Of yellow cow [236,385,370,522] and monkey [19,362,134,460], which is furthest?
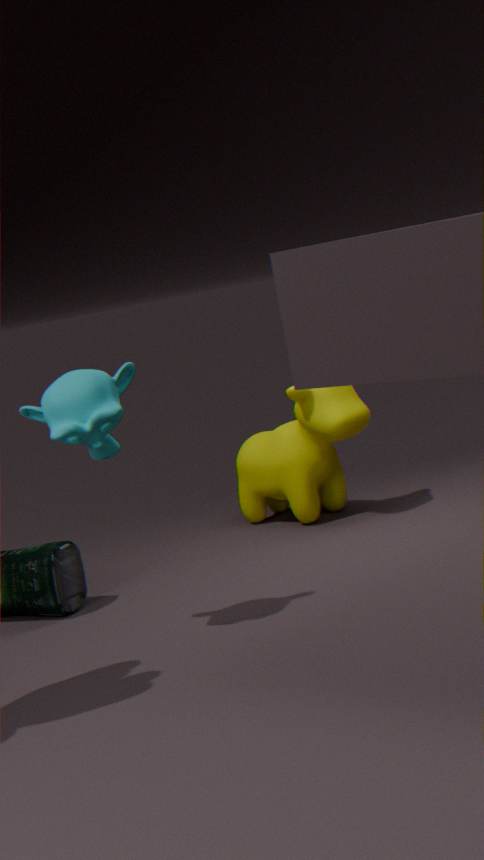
yellow cow [236,385,370,522]
